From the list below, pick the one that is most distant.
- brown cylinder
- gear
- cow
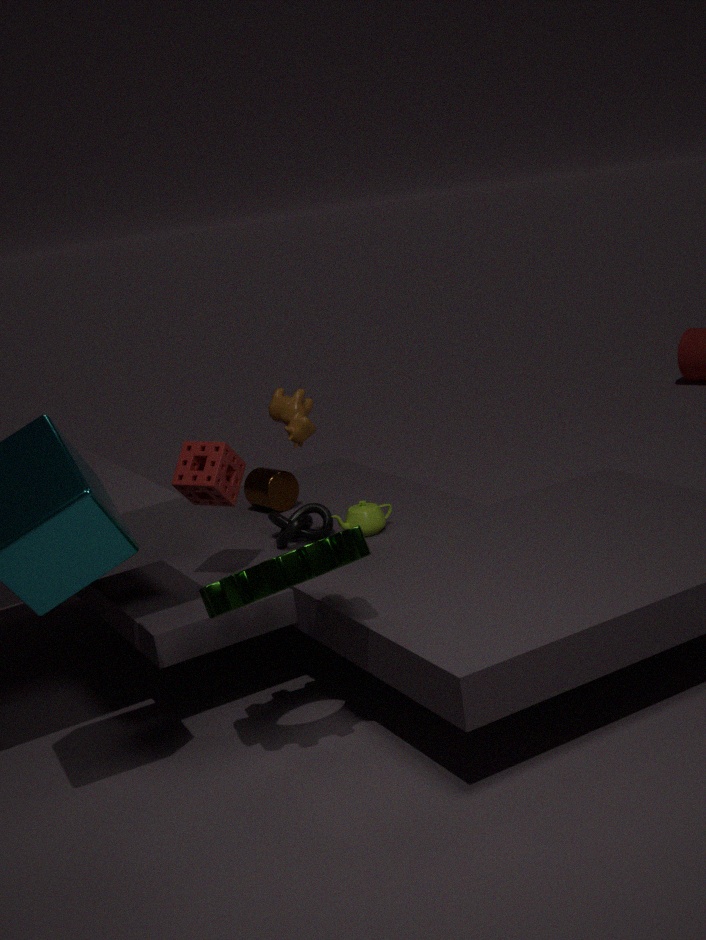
brown cylinder
